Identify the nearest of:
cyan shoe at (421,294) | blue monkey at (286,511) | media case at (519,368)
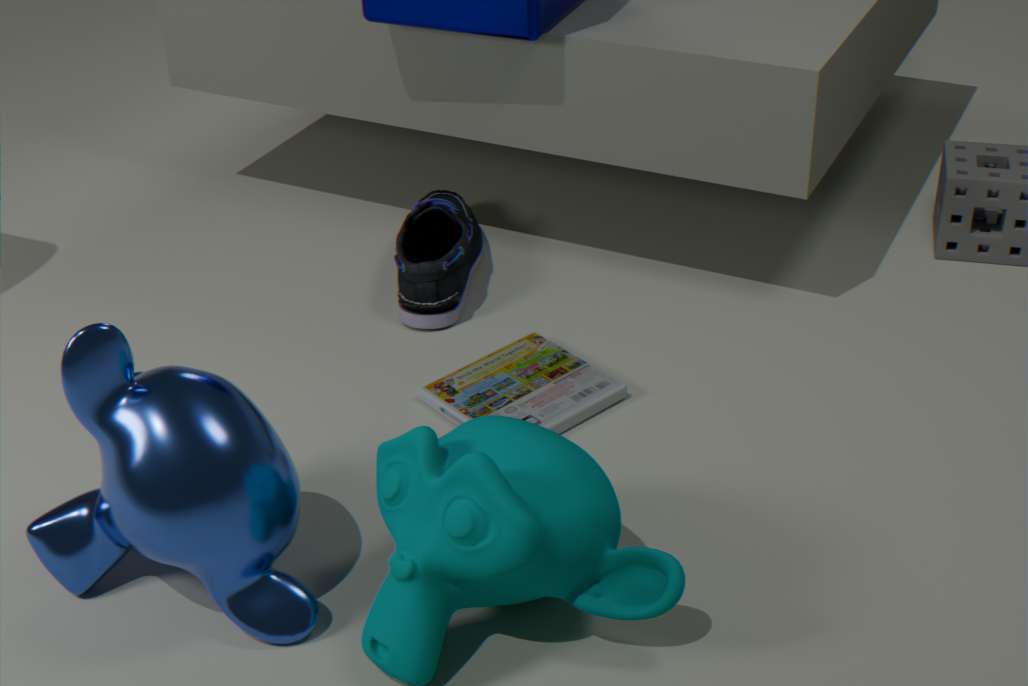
blue monkey at (286,511)
